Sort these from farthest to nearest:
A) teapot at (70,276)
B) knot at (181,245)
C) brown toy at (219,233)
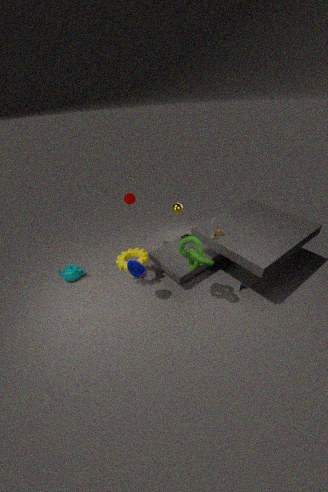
teapot at (70,276) → brown toy at (219,233) → knot at (181,245)
